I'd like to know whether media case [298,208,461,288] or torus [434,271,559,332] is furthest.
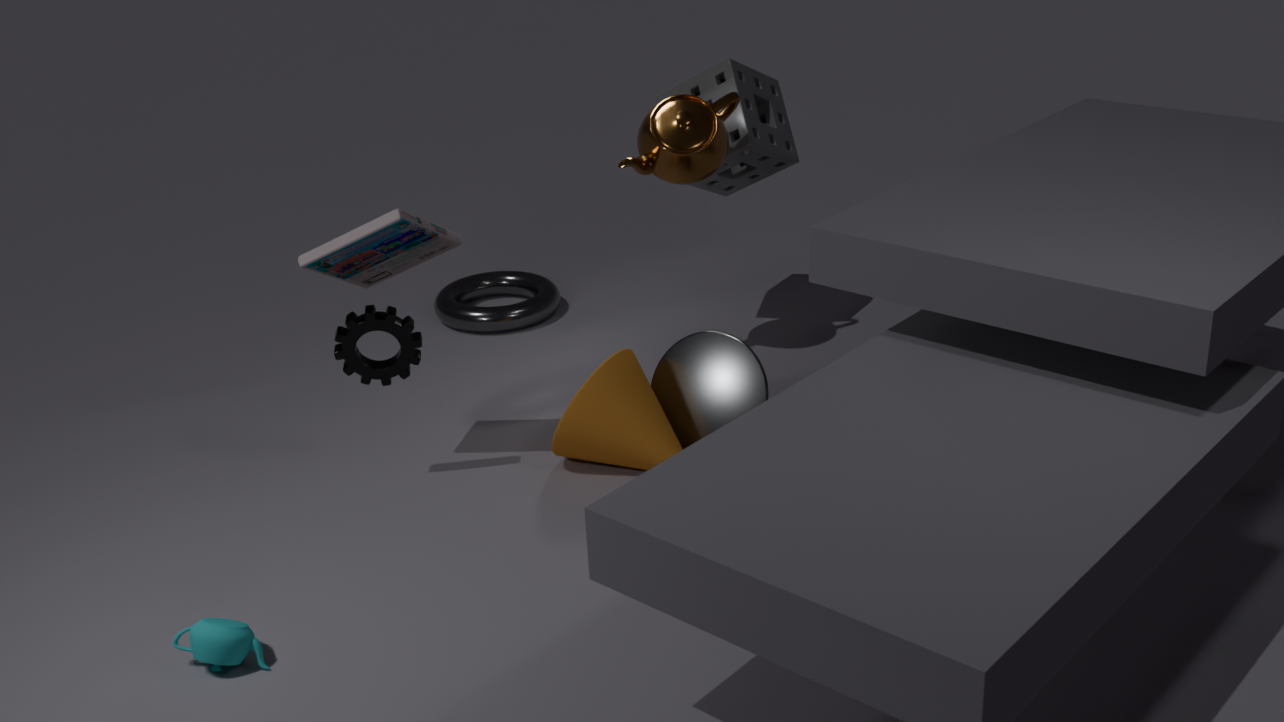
torus [434,271,559,332]
